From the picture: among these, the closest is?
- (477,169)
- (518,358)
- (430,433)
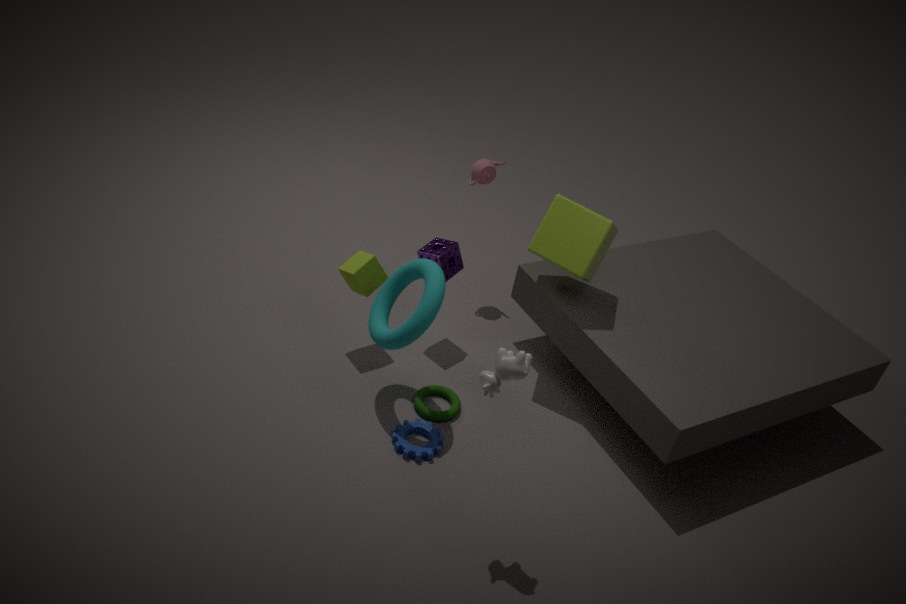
(518,358)
